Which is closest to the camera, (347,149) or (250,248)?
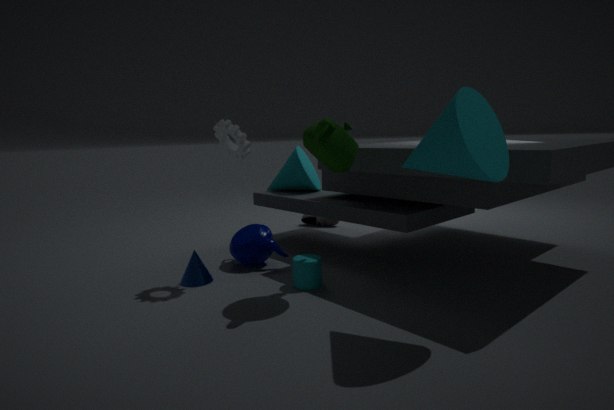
(347,149)
